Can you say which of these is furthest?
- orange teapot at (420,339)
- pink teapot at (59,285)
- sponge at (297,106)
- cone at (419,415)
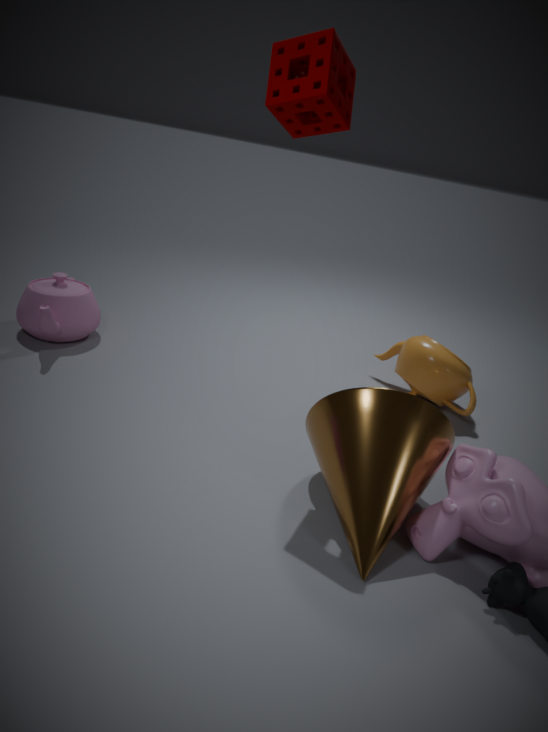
orange teapot at (420,339)
